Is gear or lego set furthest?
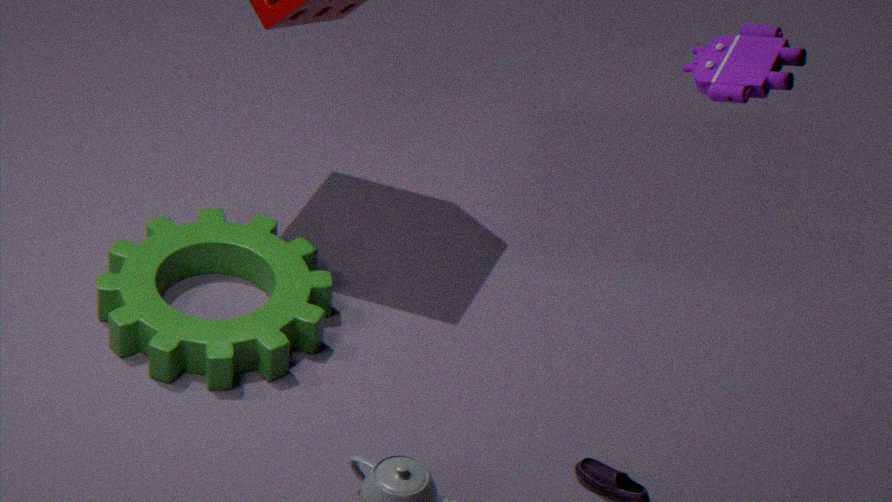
gear
